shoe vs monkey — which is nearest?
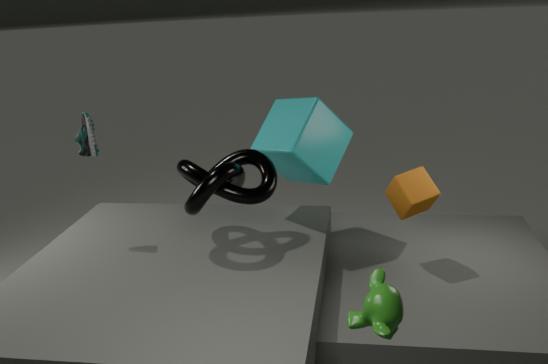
monkey
